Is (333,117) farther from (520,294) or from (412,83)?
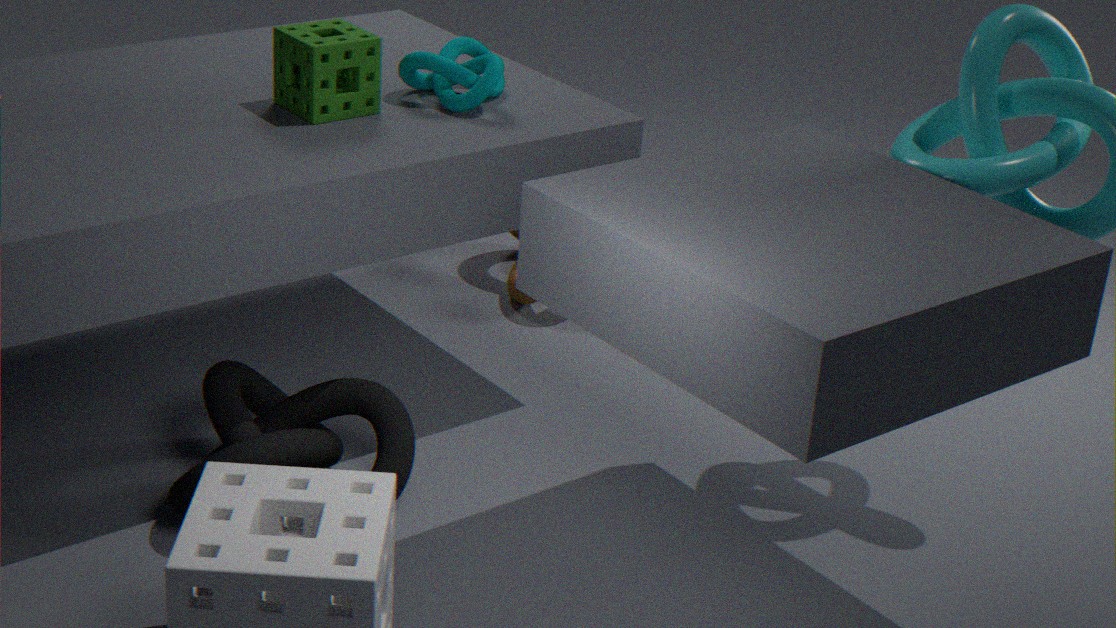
(520,294)
